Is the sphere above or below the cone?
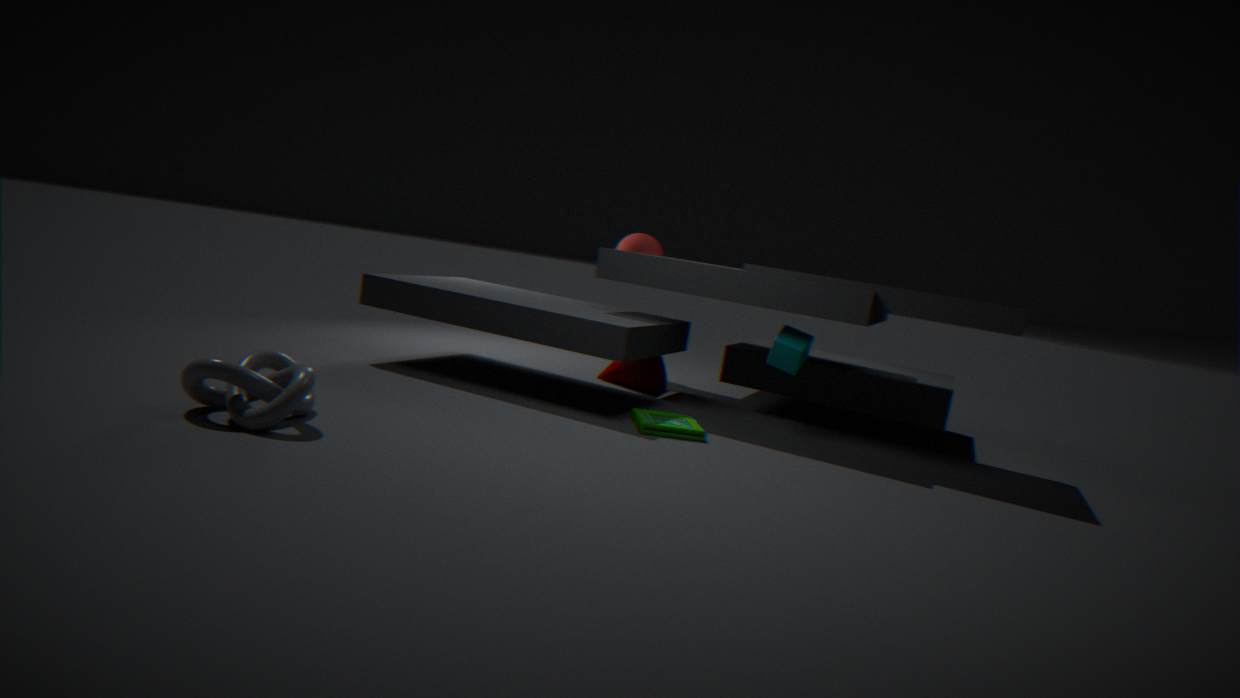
above
